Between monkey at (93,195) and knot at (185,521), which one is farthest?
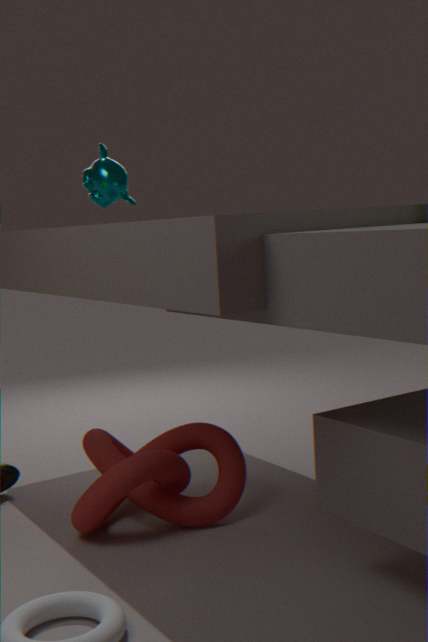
monkey at (93,195)
